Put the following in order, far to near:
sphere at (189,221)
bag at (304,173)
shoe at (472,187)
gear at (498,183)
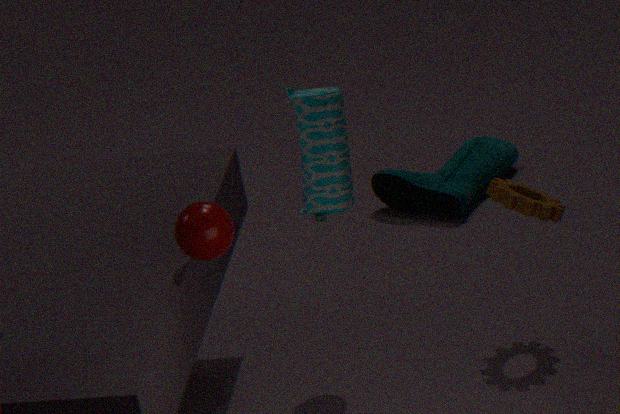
shoe at (472,187) → gear at (498,183) → bag at (304,173) → sphere at (189,221)
